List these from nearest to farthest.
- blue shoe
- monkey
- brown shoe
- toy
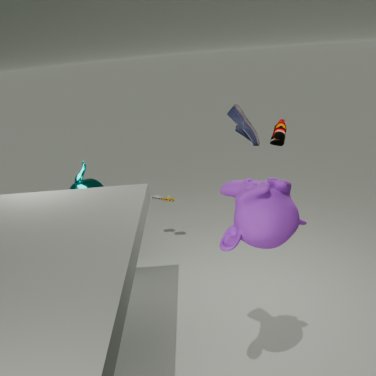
monkey → brown shoe → blue shoe → toy
